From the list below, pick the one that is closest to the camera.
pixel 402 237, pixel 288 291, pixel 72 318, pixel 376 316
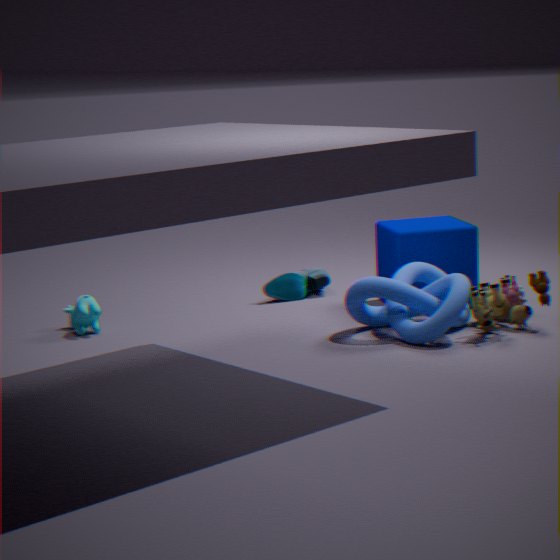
pixel 376 316
